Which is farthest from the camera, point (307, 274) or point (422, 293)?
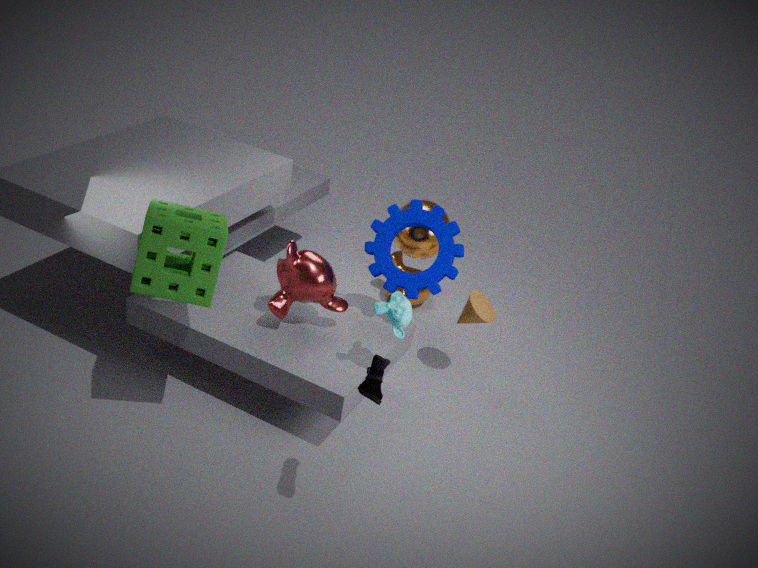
point (422, 293)
